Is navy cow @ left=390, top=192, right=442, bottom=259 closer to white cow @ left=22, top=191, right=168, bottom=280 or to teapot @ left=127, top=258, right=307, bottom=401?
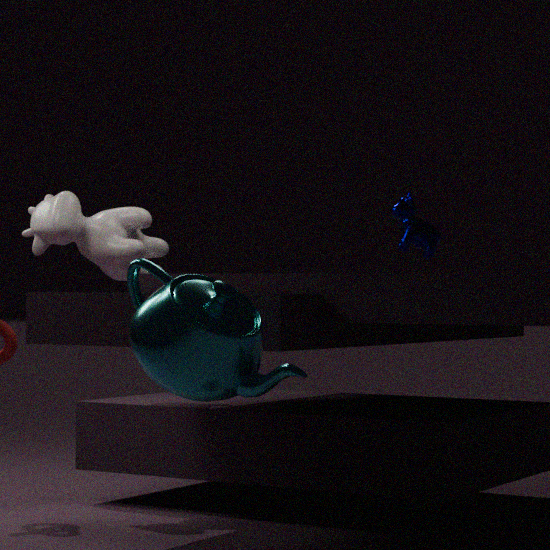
white cow @ left=22, top=191, right=168, bottom=280
